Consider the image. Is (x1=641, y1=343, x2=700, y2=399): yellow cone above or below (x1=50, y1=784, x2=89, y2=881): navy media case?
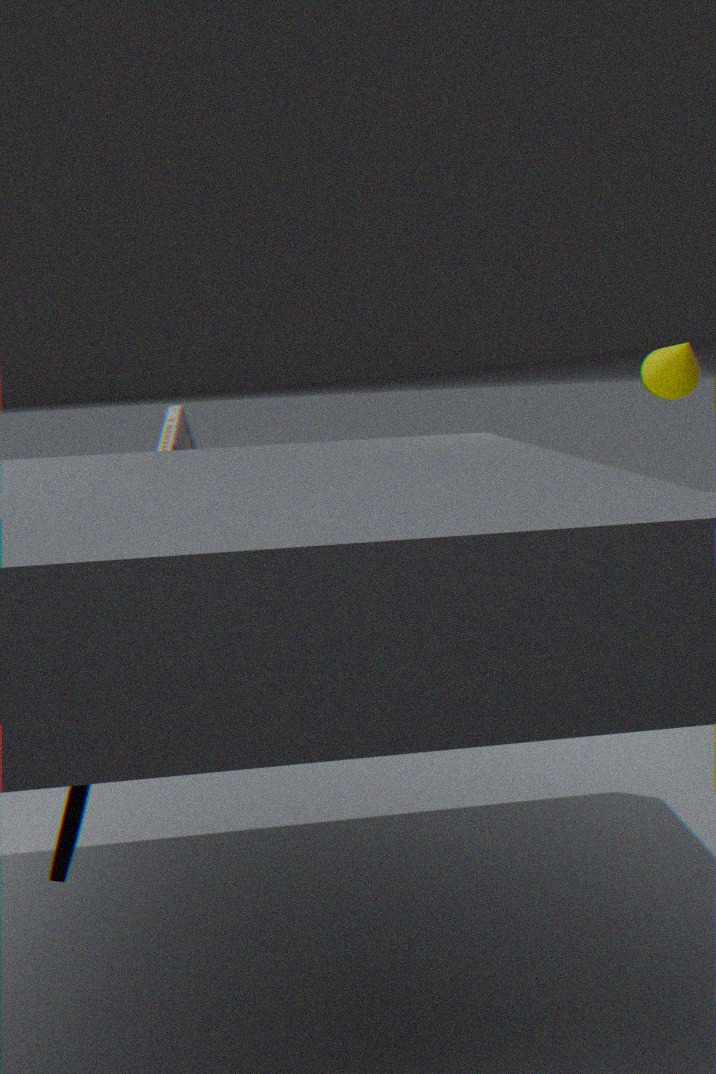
above
